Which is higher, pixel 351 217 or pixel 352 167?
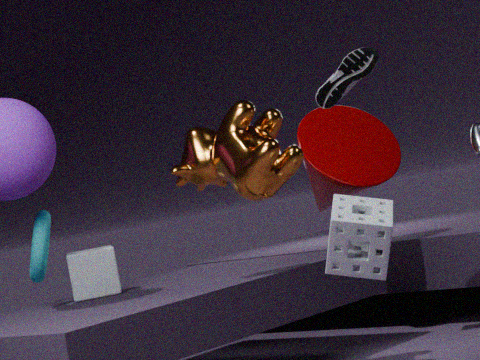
pixel 352 167
